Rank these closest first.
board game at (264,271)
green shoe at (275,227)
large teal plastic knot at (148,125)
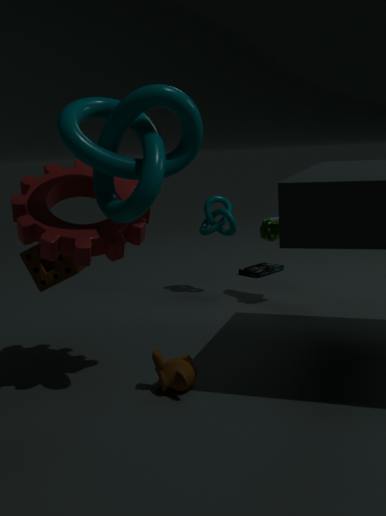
large teal plastic knot at (148,125), green shoe at (275,227), board game at (264,271)
